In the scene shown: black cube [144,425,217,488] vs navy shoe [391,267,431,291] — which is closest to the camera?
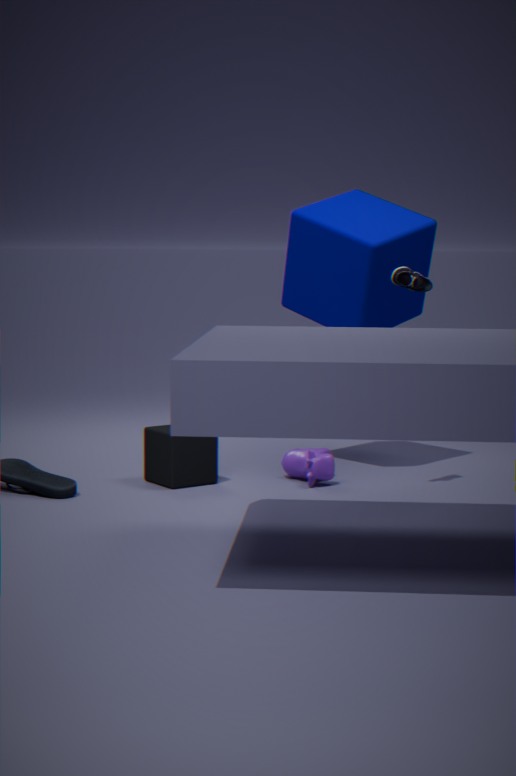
navy shoe [391,267,431,291]
